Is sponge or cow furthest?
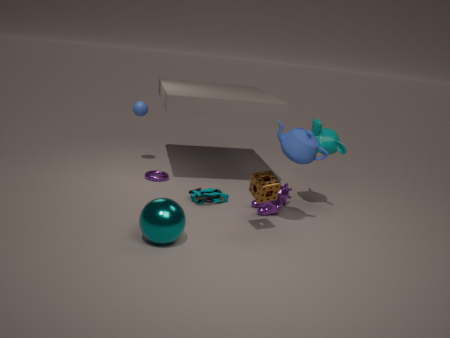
cow
